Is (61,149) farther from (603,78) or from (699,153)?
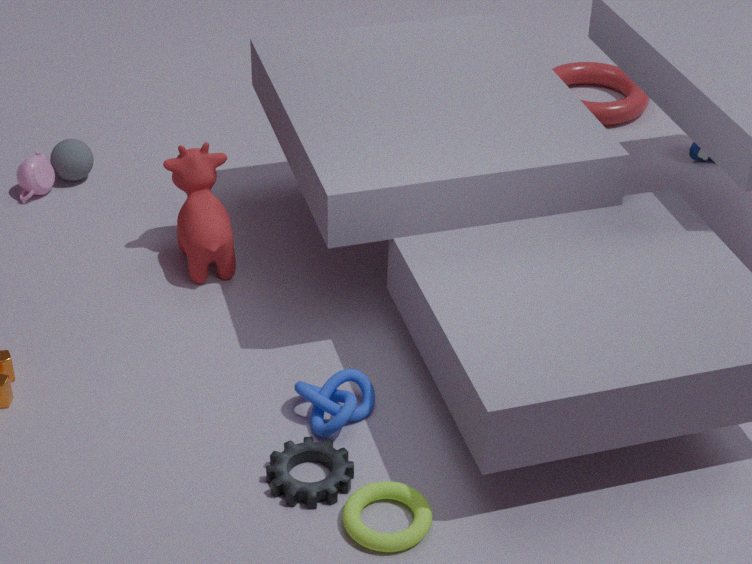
(699,153)
